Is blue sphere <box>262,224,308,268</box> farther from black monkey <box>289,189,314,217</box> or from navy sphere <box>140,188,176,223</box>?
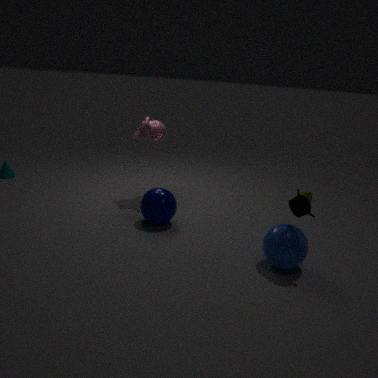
navy sphere <box>140,188,176,223</box>
